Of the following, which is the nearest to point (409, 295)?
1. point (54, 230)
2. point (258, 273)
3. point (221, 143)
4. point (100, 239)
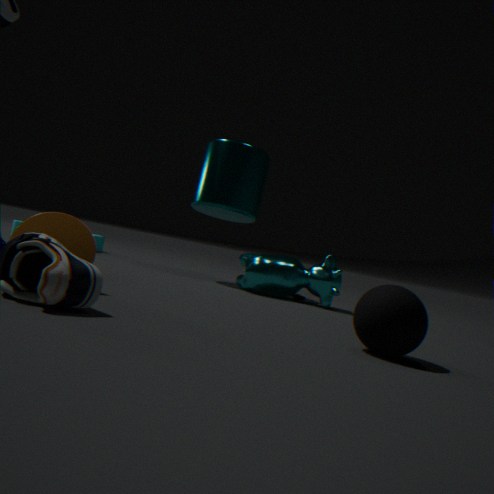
point (54, 230)
